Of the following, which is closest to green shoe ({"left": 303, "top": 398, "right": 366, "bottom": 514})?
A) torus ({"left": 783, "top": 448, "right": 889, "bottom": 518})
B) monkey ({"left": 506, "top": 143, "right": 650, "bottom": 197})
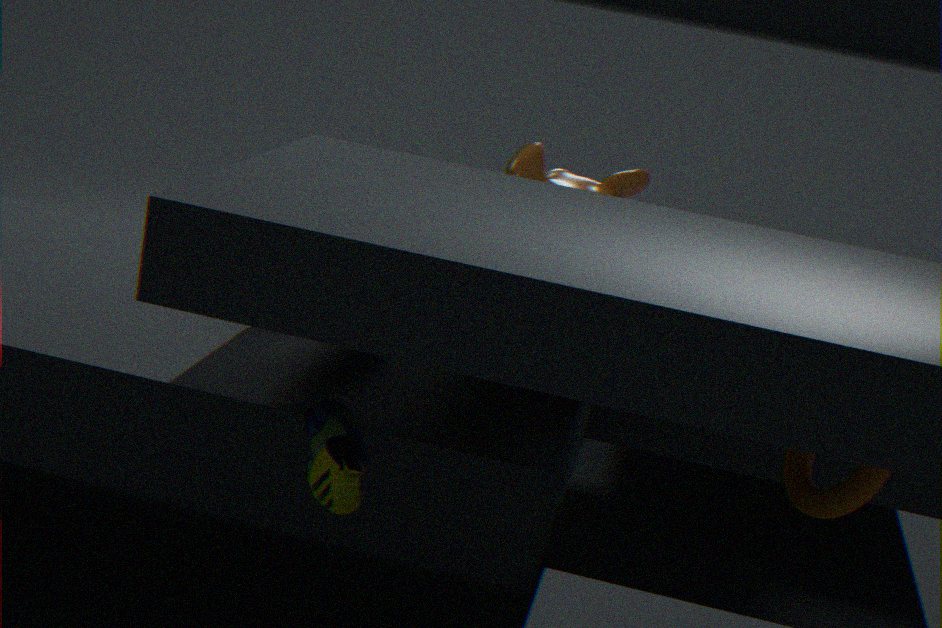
torus ({"left": 783, "top": 448, "right": 889, "bottom": 518})
